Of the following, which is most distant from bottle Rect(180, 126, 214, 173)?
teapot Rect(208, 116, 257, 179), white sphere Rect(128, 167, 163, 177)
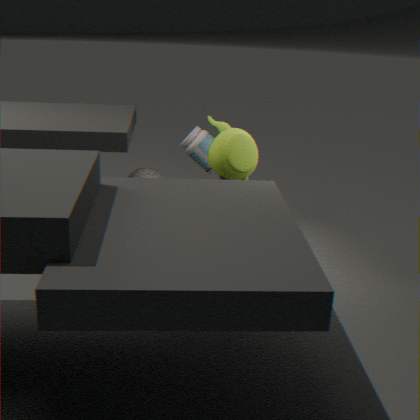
teapot Rect(208, 116, 257, 179)
